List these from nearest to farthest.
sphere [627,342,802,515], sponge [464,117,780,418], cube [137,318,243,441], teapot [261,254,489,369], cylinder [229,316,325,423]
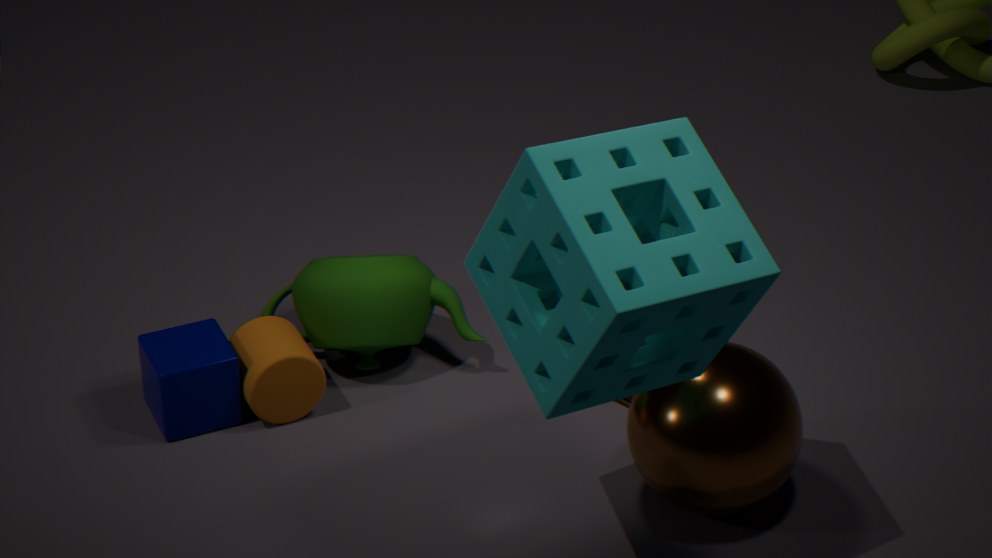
sponge [464,117,780,418] → sphere [627,342,802,515] → cube [137,318,243,441] → cylinder [229,316,325,423] → teapot [261,254,489,369]
